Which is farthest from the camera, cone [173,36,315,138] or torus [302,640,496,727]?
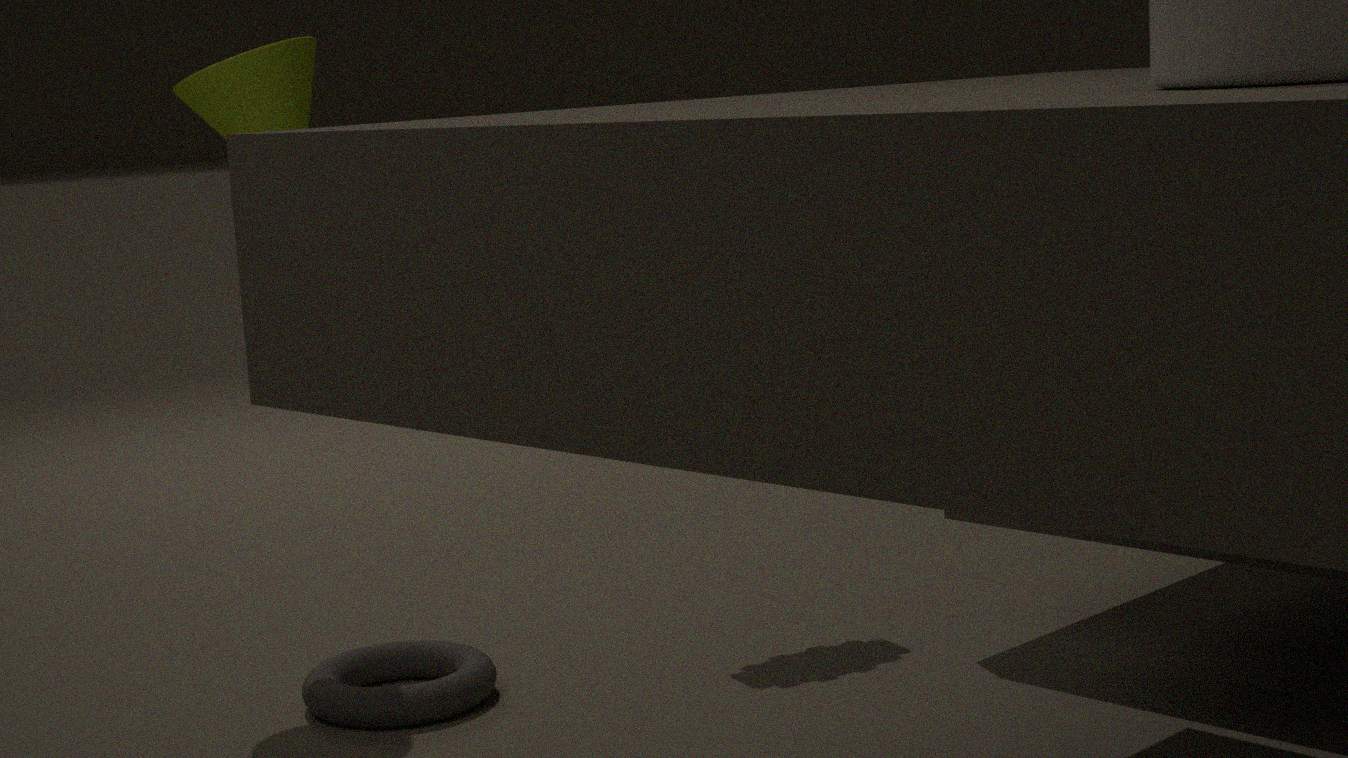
cone [173,36,315,138]
